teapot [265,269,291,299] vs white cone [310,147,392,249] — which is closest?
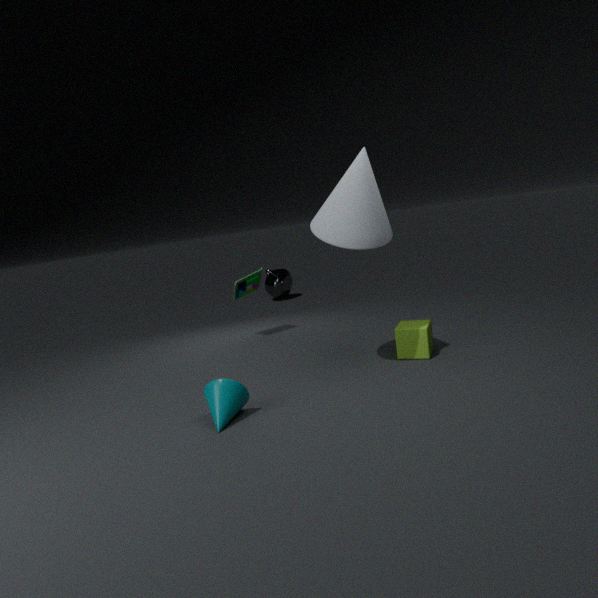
white cone [310,147,392,249]
